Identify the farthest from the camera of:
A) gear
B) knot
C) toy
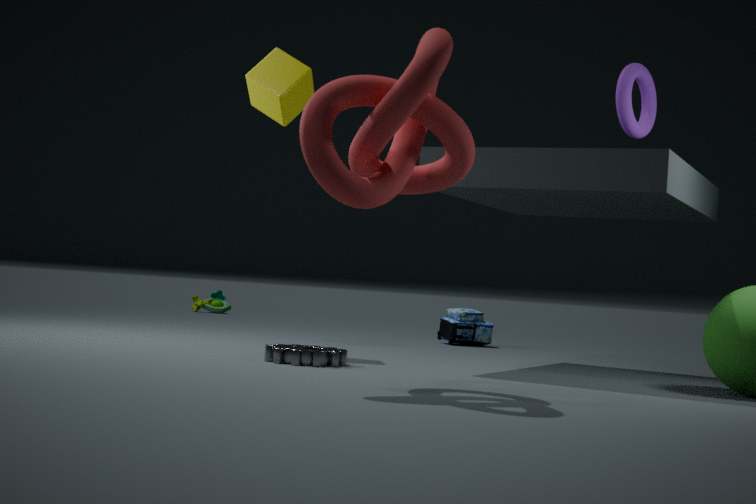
toy
